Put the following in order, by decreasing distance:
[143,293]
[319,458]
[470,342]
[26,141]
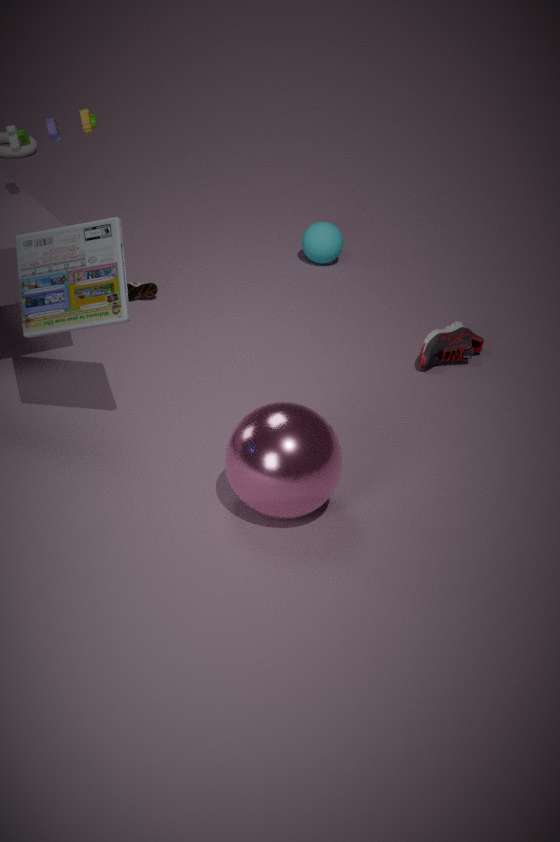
[143,293], [470,342], [26,141], [319,458]
